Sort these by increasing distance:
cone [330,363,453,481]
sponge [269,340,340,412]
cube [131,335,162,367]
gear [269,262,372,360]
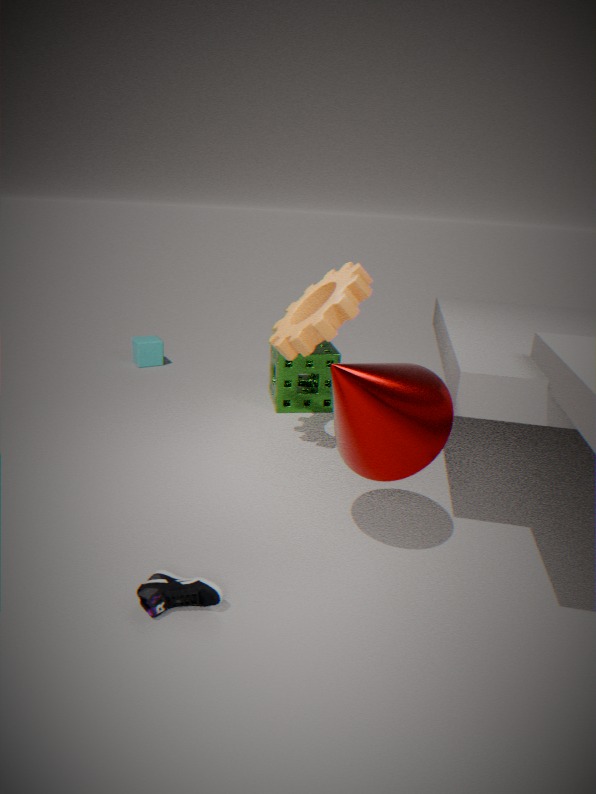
cone [330,363,453,481] → gear [269,262,372,360] → sponge [269,340,340,412] → cube [131,335,162,367]
